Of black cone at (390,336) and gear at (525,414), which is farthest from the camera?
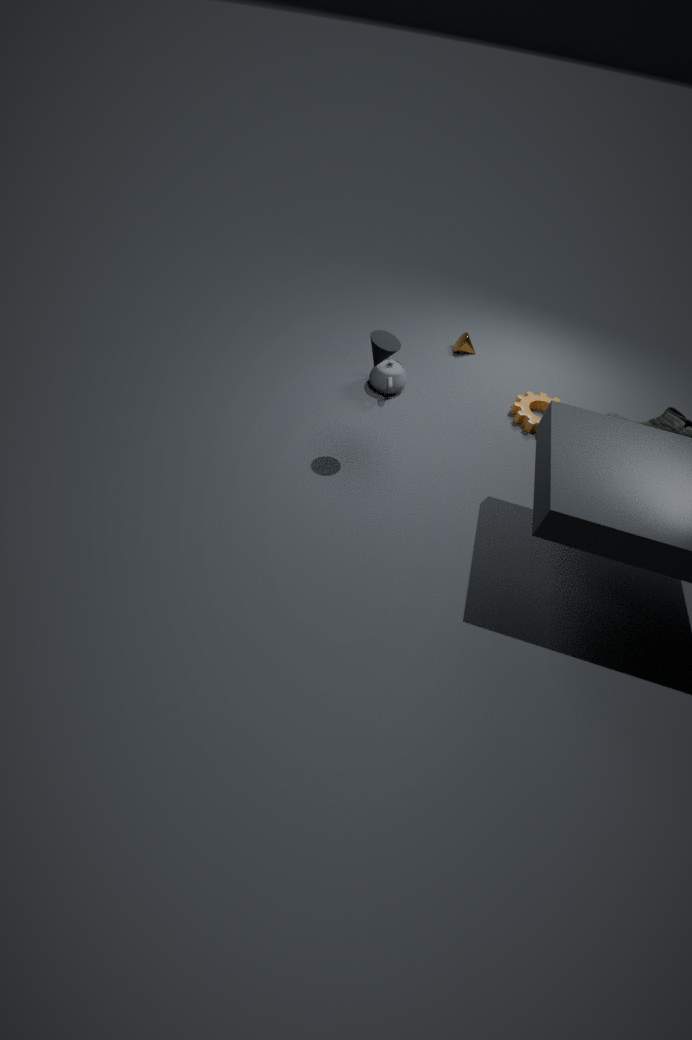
gear at (525,414)
